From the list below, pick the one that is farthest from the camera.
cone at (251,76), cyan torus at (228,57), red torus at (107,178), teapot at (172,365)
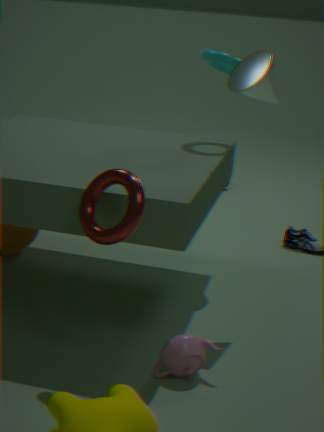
cyan torus at (228,57)
